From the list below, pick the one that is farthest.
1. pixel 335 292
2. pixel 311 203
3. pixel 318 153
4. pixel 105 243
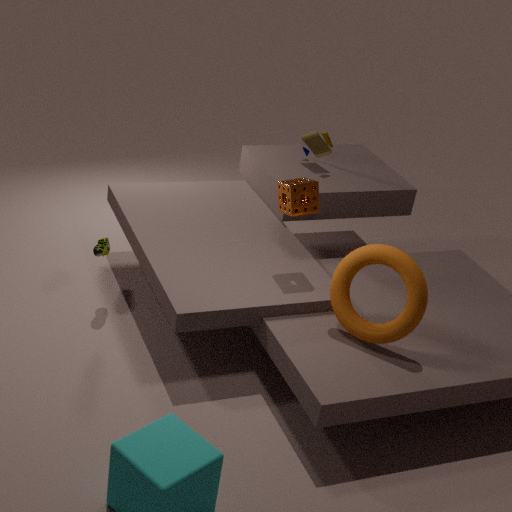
pixel 318 153
